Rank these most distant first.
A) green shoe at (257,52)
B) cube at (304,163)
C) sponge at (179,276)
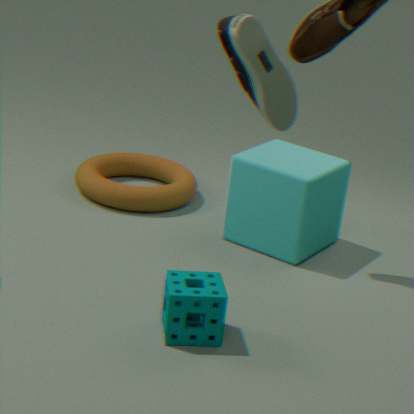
cube at (304,163) → sponge at (179,276) → green shoe at (257,52)
